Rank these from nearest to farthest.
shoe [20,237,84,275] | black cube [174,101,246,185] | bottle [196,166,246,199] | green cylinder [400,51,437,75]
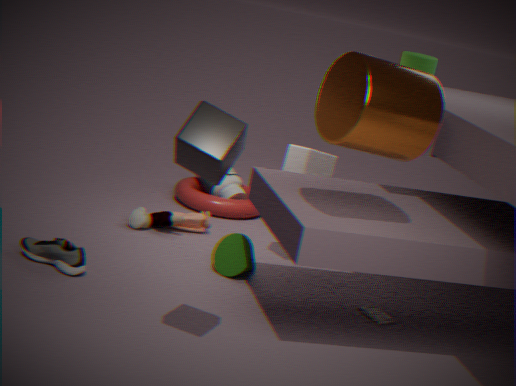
black cube [174,101,246,185] → shoe [20,237,84,275] → green cylinder [400,51,437,75] → bottle [196,166,246,199]
